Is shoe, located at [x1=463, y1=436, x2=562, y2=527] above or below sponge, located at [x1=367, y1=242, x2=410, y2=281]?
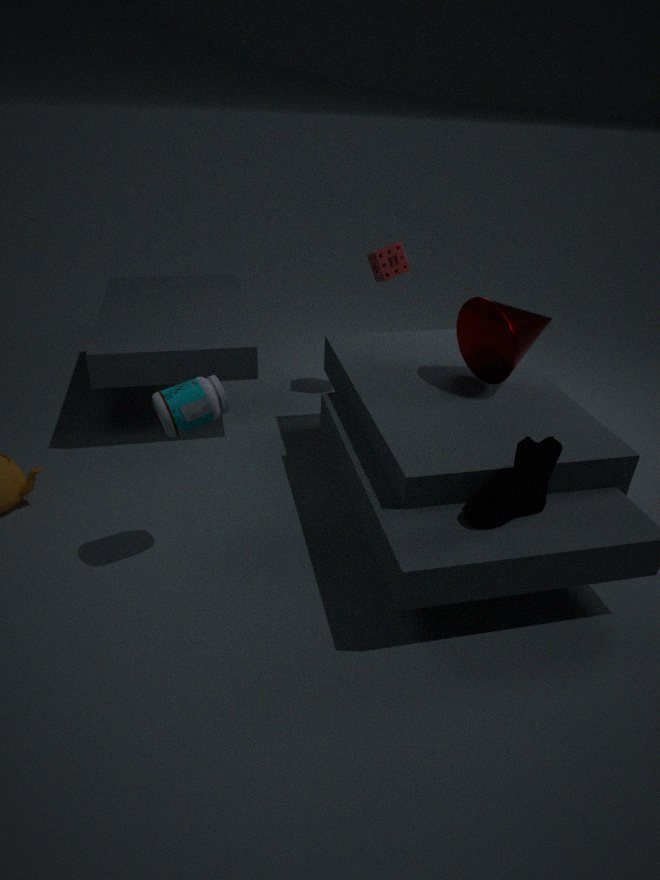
below
